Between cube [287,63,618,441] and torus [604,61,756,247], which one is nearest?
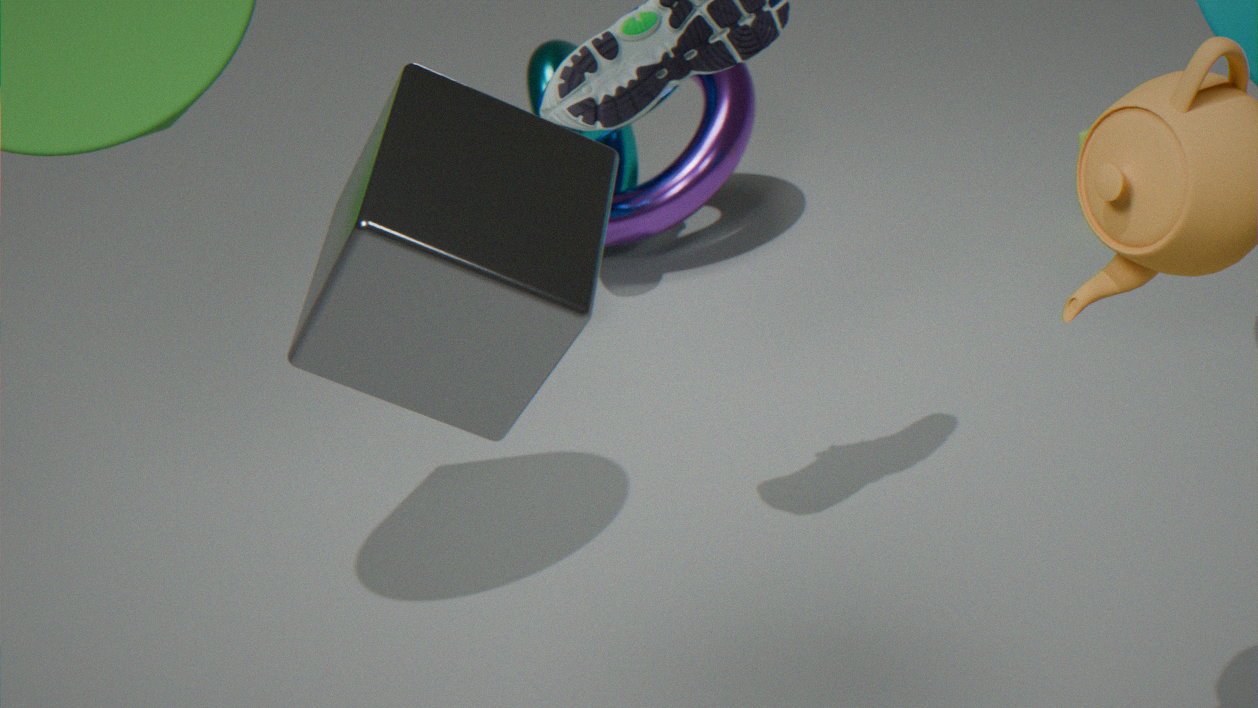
cube [287,63,618,441]
